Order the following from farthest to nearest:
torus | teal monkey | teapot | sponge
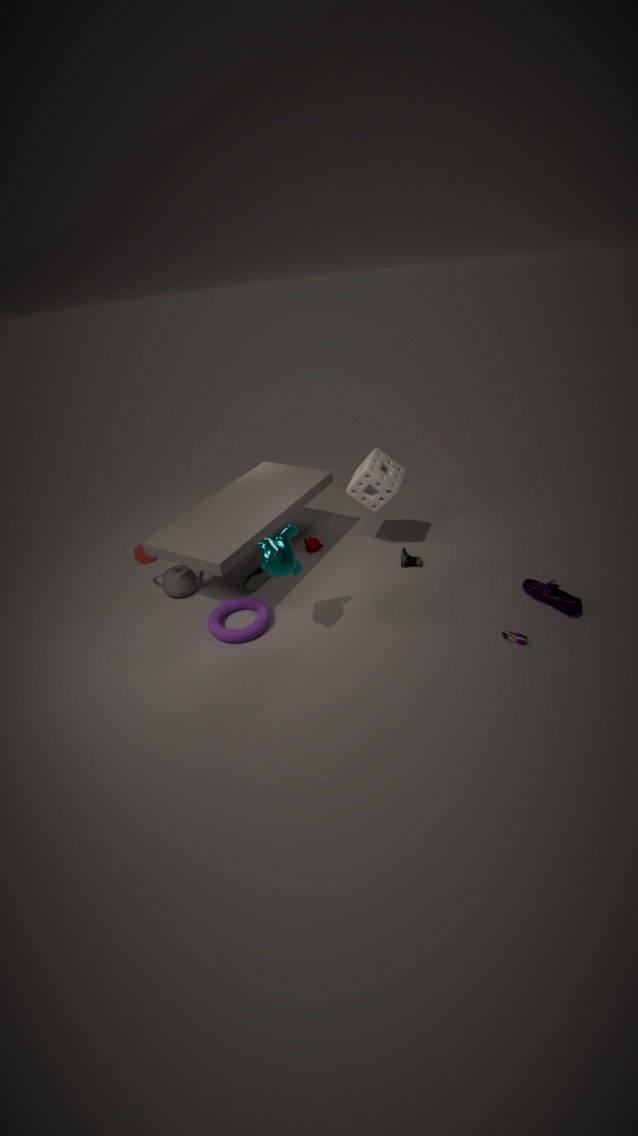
teapot → sponge → torus → teal monkey
